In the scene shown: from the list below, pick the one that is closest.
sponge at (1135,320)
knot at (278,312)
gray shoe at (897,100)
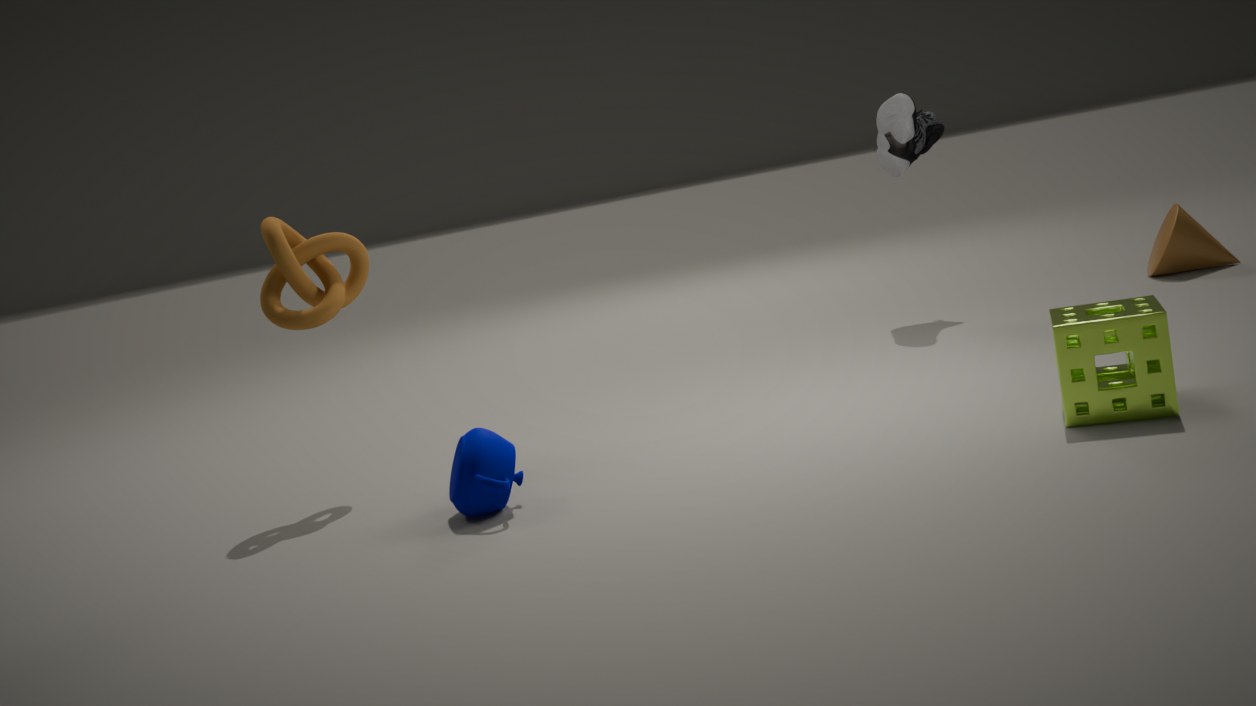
sponge at (1135,320)
